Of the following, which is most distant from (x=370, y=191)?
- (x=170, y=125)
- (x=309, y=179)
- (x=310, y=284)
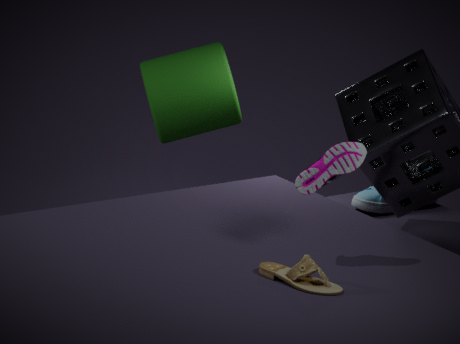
(x=310, y=284)
